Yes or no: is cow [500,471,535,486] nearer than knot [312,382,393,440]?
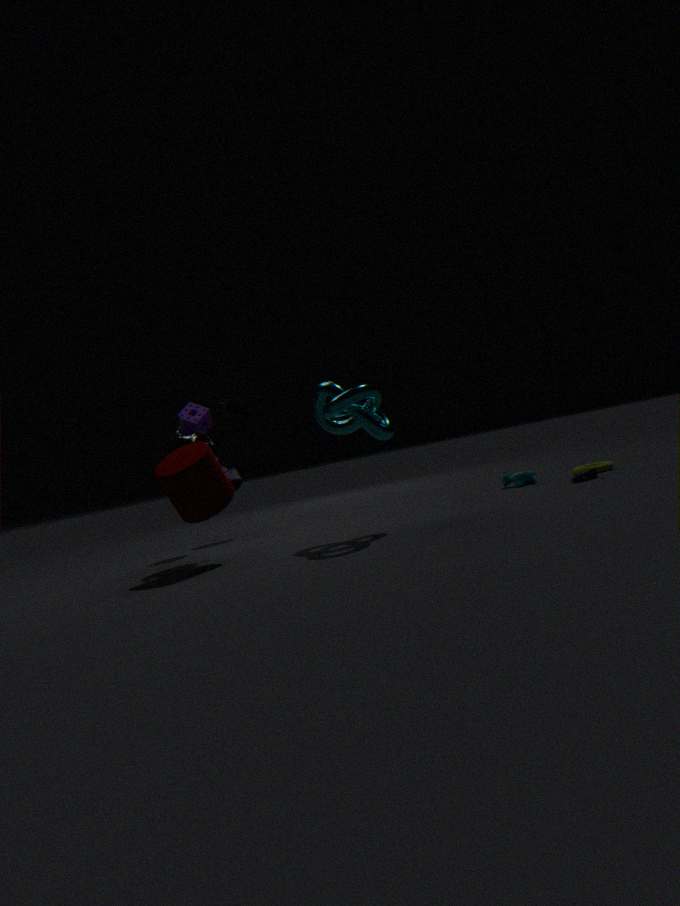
No
